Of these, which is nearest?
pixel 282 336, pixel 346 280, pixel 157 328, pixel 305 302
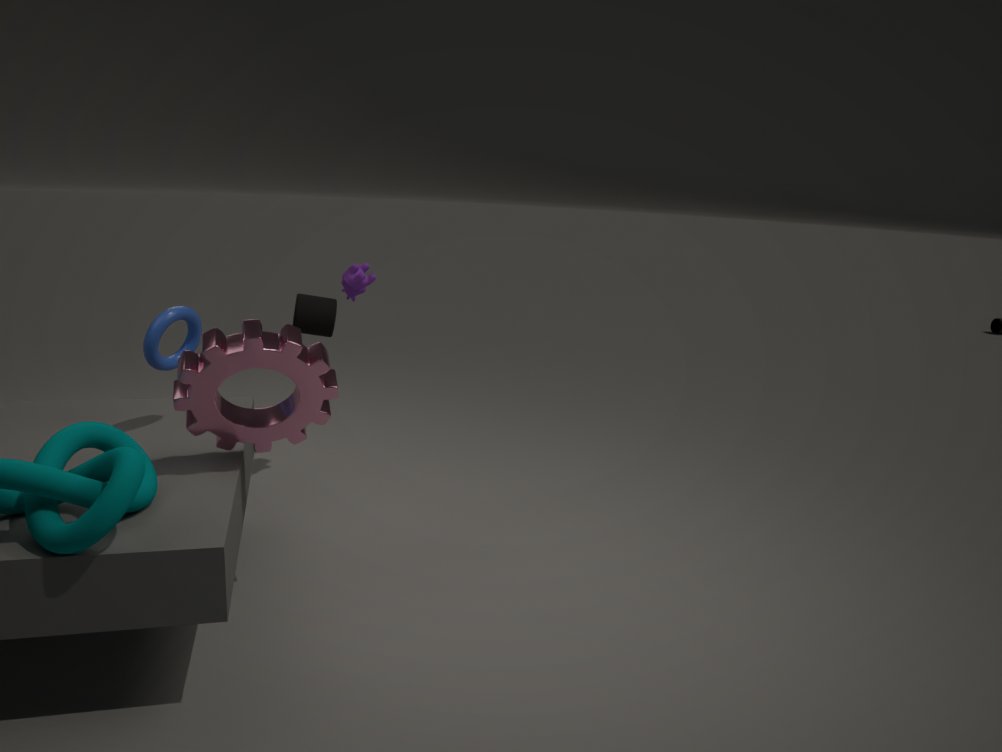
pixel 282 336
